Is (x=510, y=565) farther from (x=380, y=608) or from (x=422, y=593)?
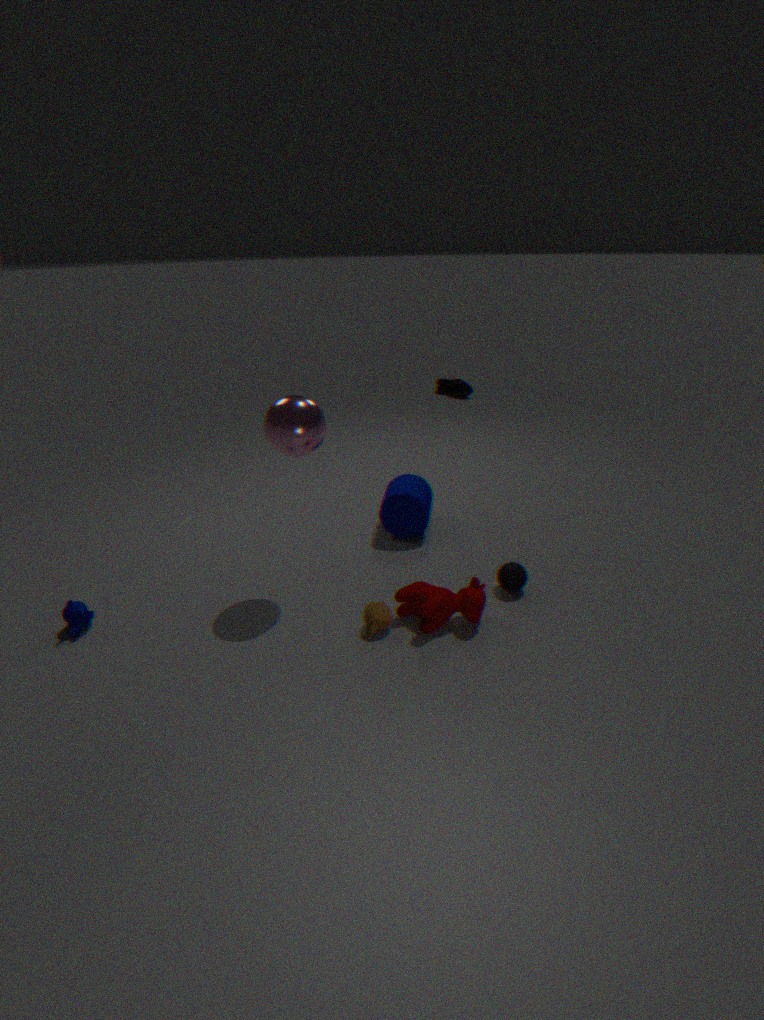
(x=380, y=608)
